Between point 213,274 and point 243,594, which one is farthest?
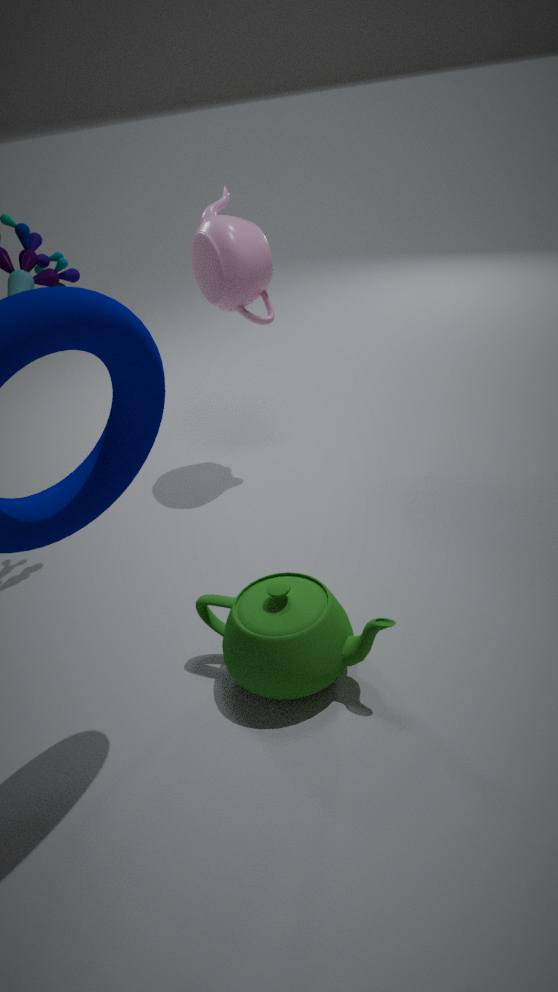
point 213,274
